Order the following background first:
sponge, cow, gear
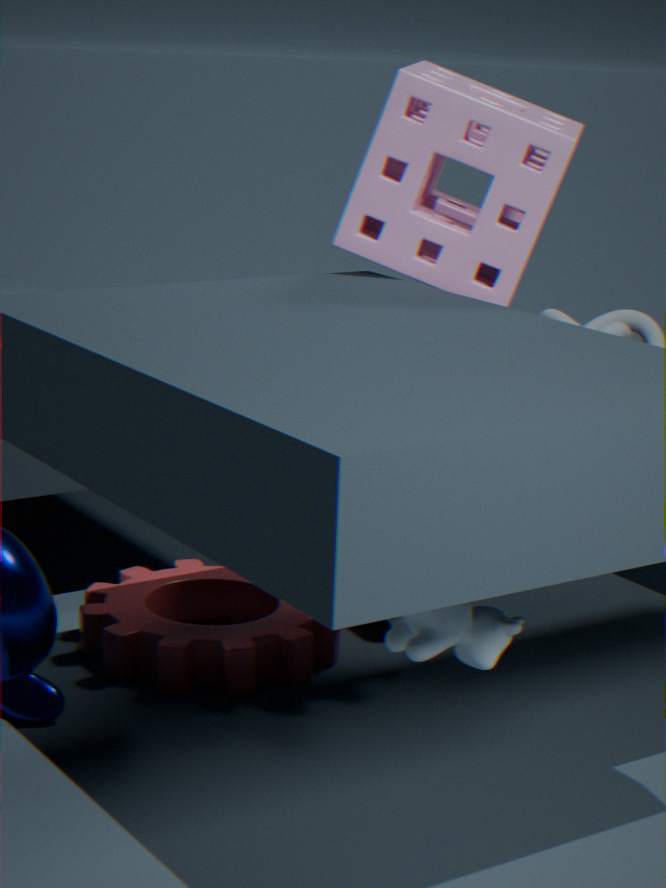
gear < sponge < cow
